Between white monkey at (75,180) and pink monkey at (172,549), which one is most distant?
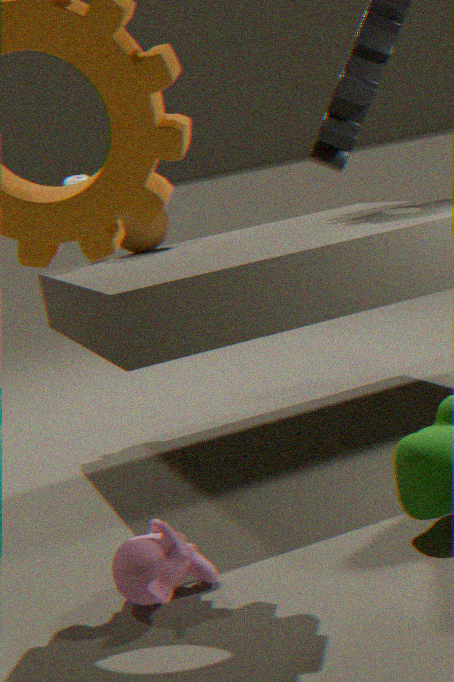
white monkey at (75,180)
